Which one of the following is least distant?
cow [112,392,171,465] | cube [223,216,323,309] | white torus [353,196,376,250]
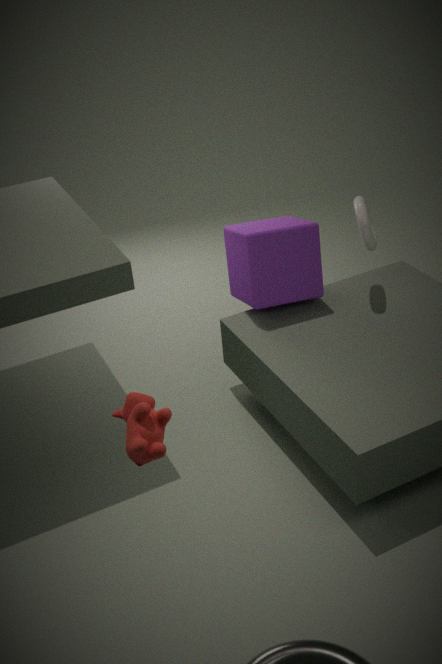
cow [112,392,171,465]
